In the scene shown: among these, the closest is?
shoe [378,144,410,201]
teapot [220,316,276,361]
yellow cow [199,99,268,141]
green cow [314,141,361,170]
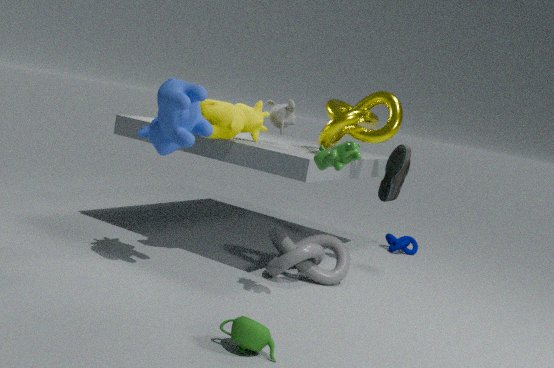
teapot [220,316,276,361]
